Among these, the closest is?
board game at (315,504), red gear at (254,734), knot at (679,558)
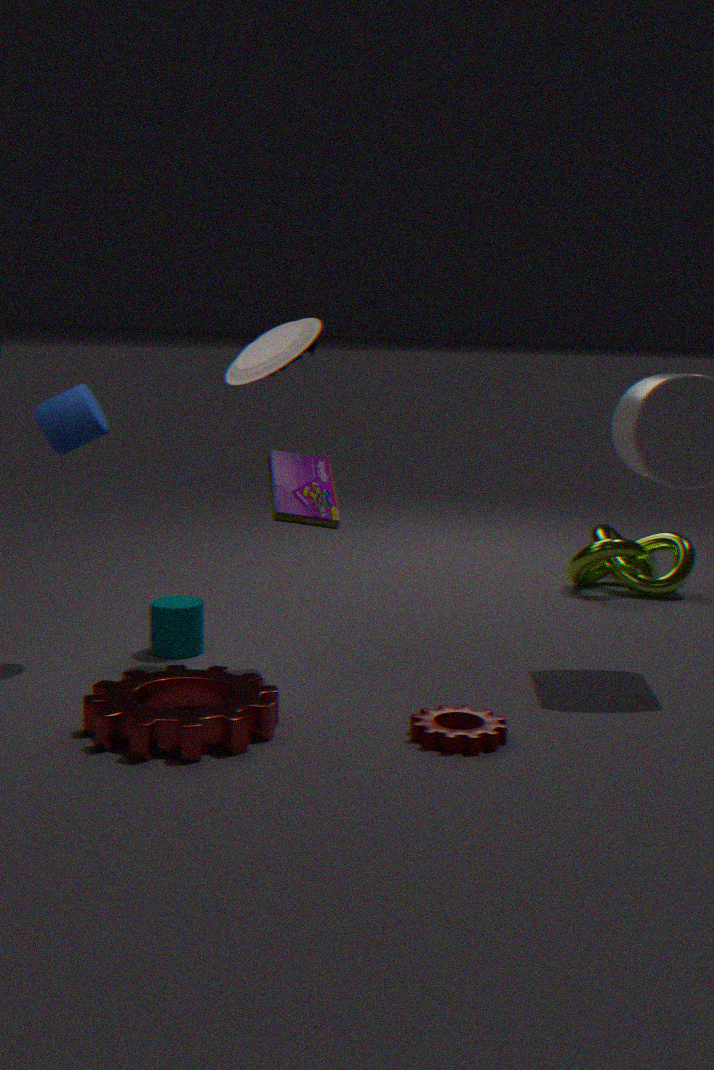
red gear at (254,734)
